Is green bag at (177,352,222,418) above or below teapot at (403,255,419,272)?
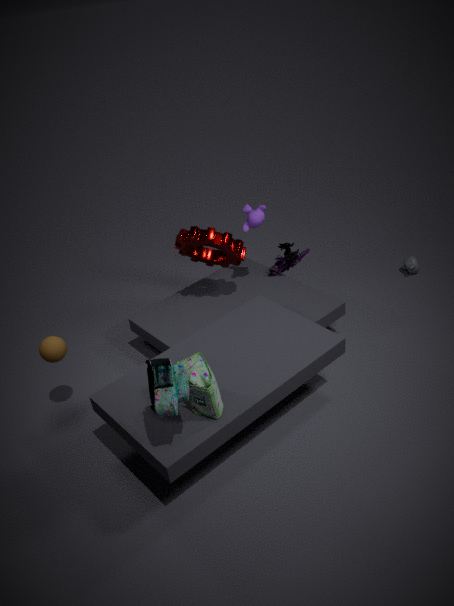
above
